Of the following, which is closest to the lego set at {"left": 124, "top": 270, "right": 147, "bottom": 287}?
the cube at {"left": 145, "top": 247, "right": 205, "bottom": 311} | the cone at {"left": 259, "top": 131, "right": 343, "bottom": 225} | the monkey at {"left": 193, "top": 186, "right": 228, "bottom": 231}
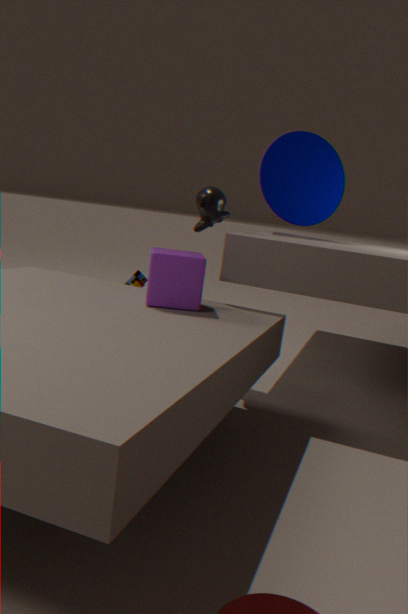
the cone at {"left": 259, "top": 131, "right": 343, "bottom": 225}
